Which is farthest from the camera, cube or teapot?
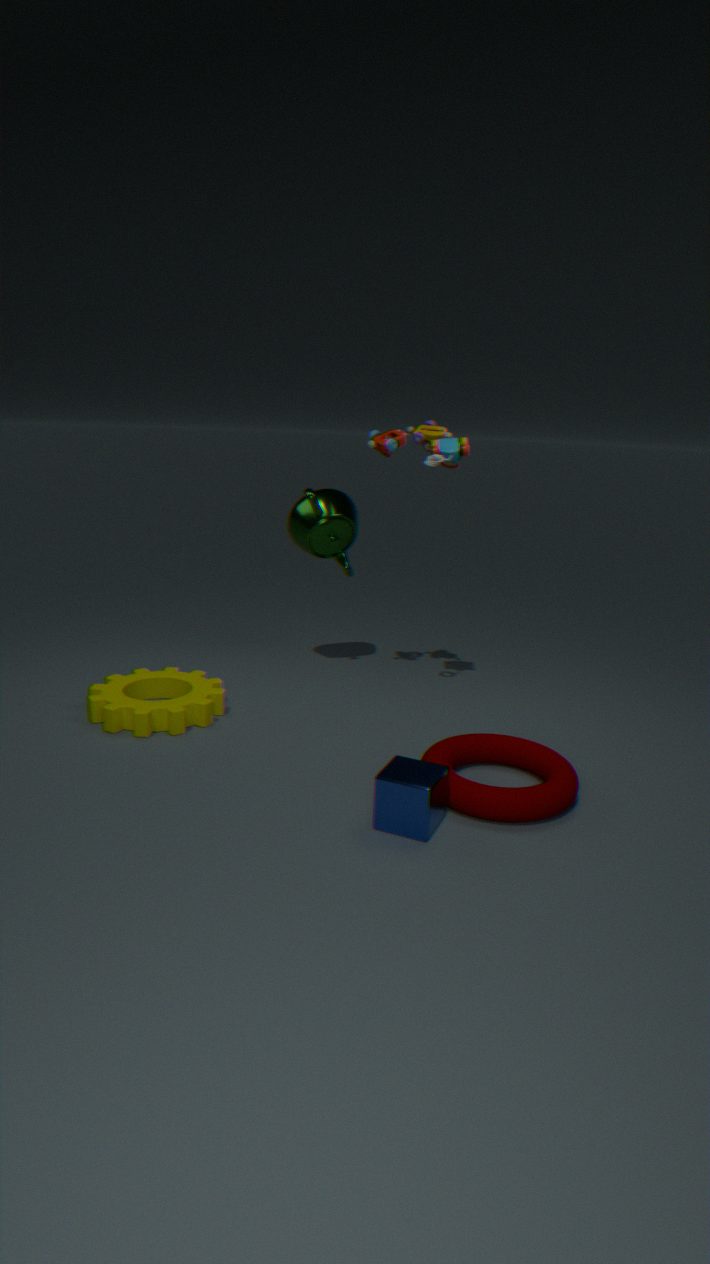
teapot
